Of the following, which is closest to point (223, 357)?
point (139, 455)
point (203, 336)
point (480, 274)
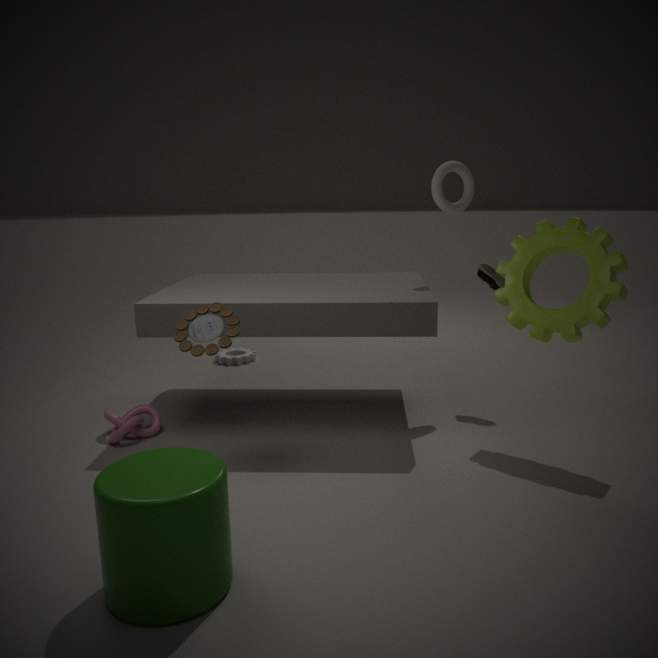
point (203, 336)
